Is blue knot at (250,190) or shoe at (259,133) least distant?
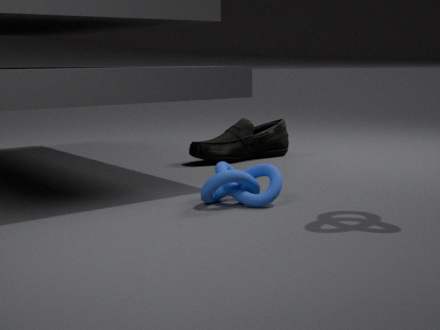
blue knot at (250,190)
